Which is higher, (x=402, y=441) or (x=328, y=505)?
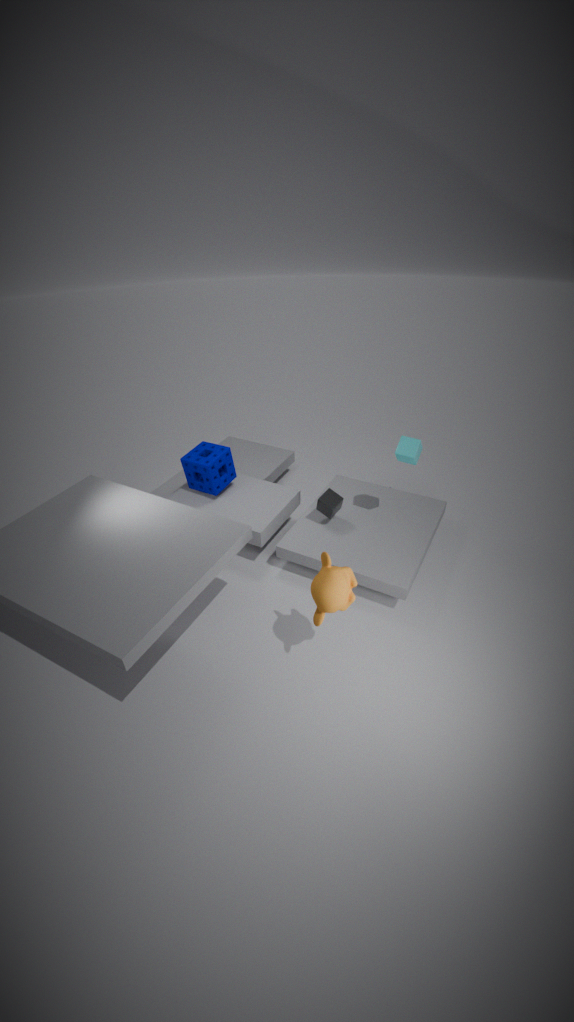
(x=402, y=441)
